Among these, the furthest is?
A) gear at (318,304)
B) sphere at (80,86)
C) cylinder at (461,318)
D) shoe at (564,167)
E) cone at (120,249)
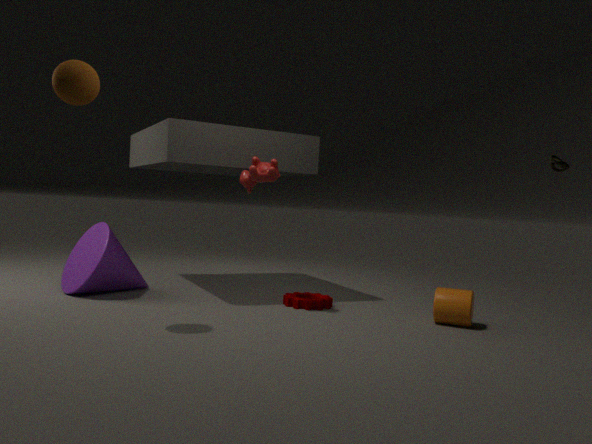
gear at (318,304)
